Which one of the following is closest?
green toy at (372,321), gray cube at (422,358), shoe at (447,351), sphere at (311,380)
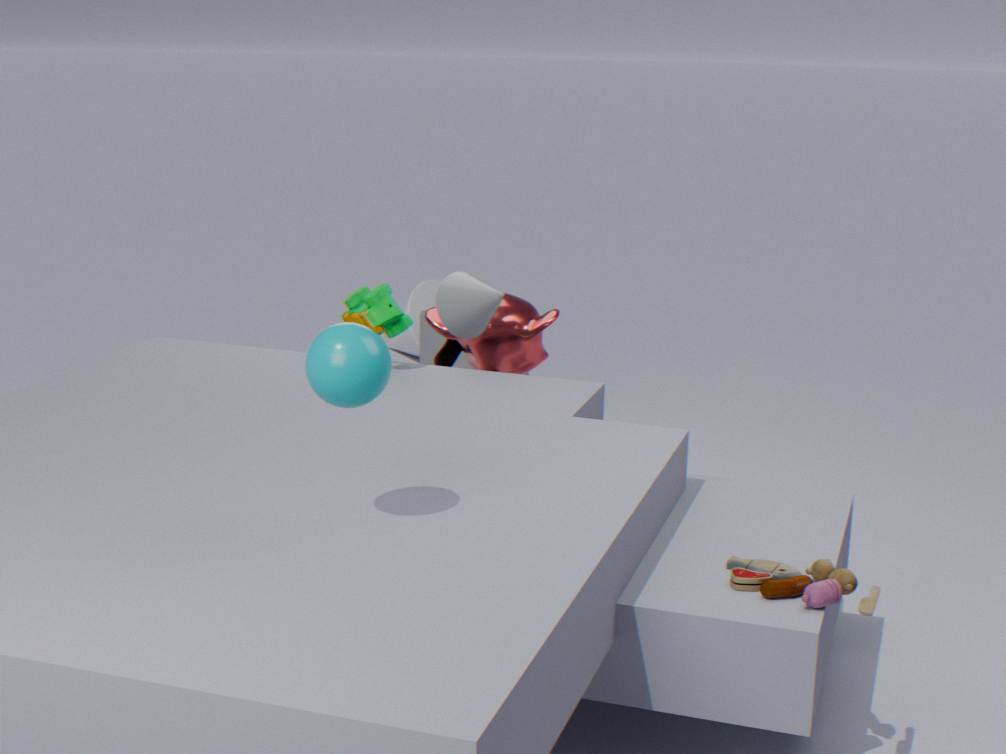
sphere at (311,380)
